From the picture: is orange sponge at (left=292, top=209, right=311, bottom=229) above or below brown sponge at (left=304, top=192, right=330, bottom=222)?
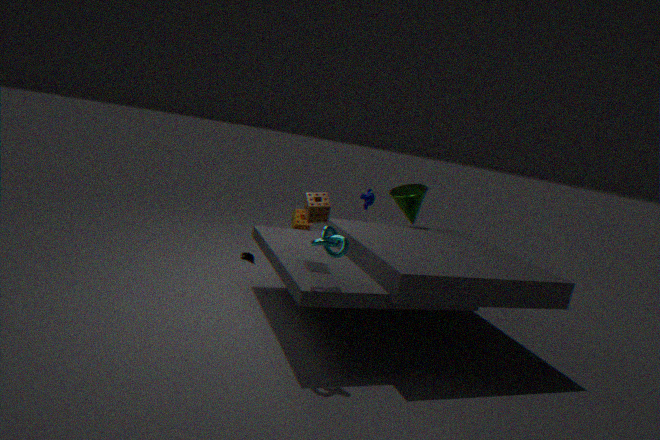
A: below
